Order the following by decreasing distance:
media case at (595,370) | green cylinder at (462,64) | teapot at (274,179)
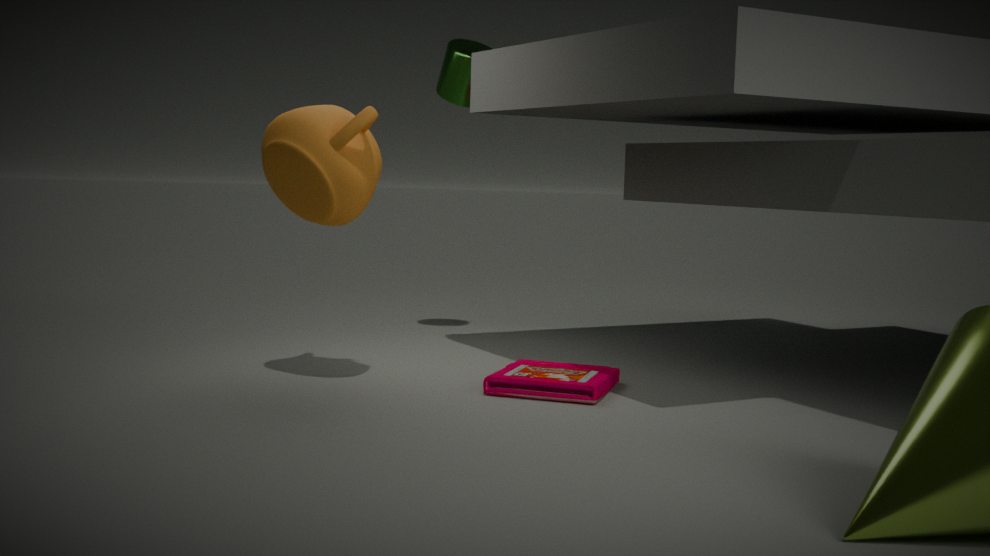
1. green cylinder at (462,64)
2. media case at (595,370)
3. teapot at (274,179)
